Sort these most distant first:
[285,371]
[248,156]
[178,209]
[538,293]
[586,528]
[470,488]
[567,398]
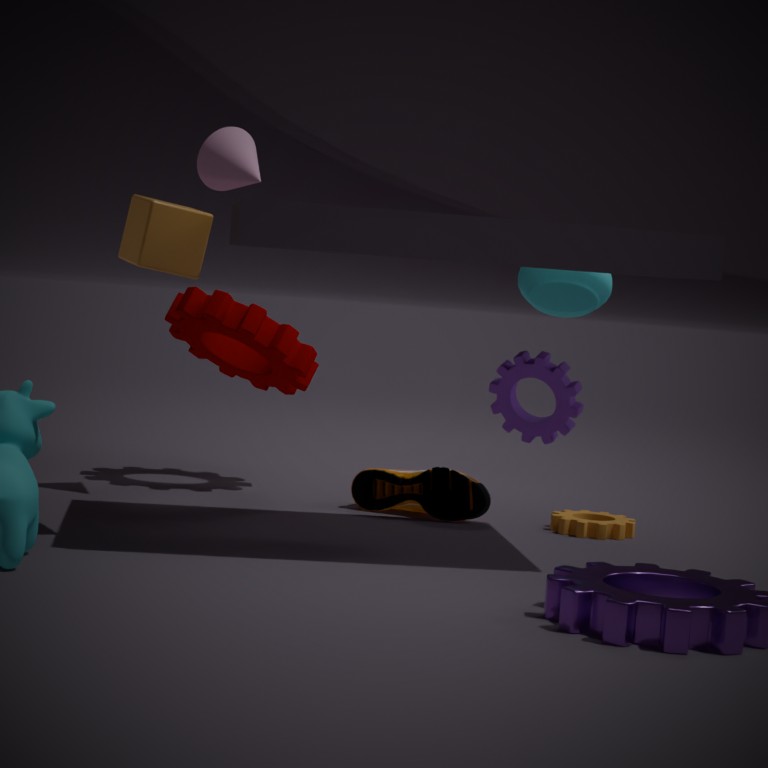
[538,293] < [285,371] < [470,488] < [586,528] < [248,156] < [567,398] < [178,209]
